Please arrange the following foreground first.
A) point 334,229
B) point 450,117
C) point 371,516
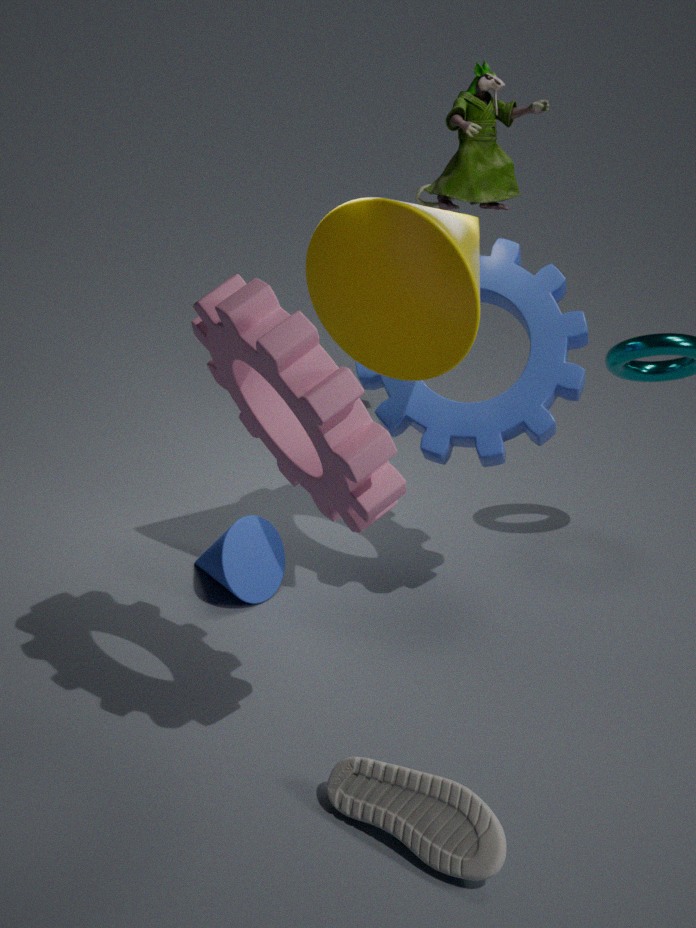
1. C. point 371,516
2. A. point 334,229
3. B. point 450,117
